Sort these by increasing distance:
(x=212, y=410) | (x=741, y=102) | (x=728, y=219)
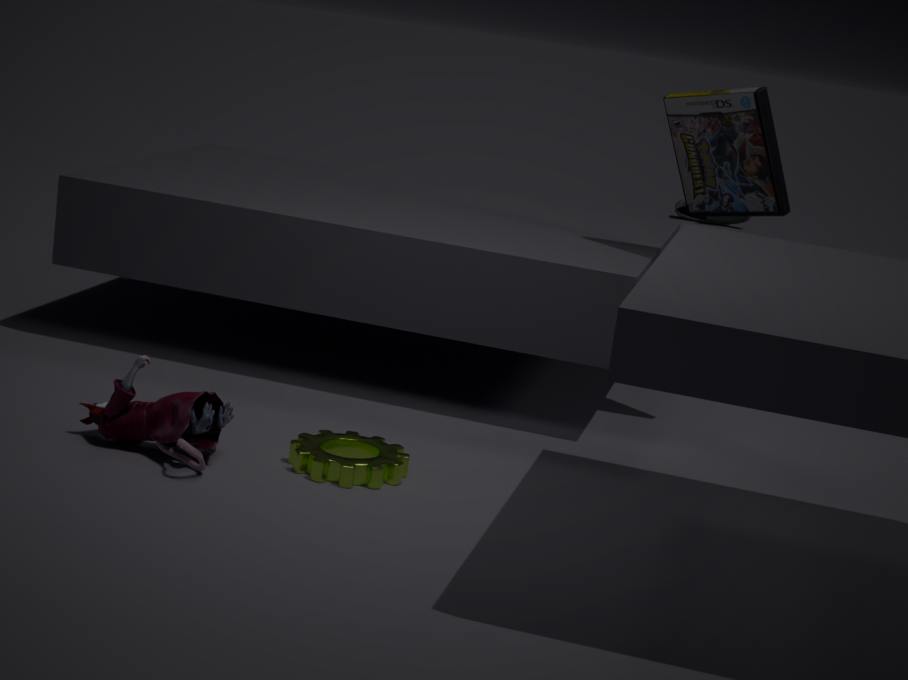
1. (x=212, y=410)
2. (x=741, y=102)
3. (x=728, y=219)
